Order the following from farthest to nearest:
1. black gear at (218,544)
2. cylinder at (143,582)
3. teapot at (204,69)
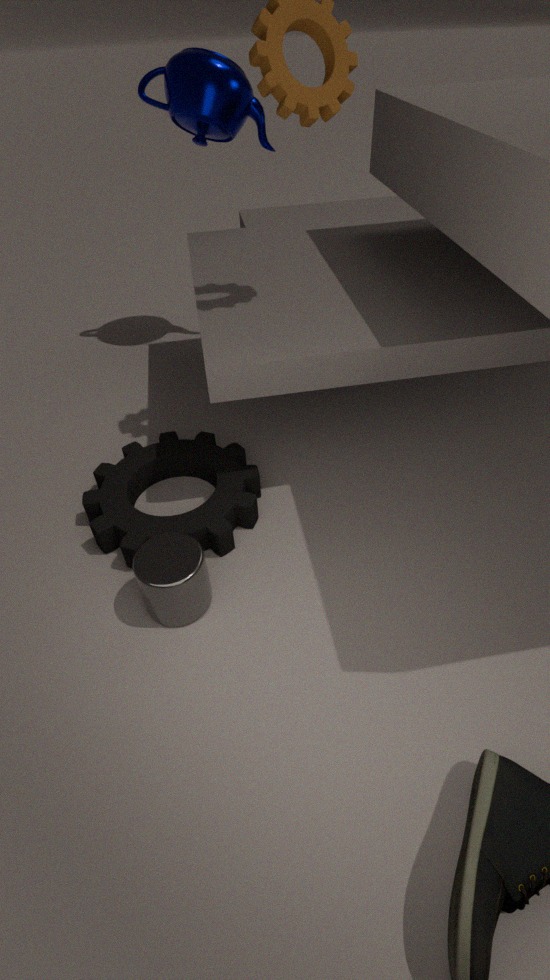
1. teapot at (204,69)
2. black gear at (218,544)
3. cylinder at (143,582)
